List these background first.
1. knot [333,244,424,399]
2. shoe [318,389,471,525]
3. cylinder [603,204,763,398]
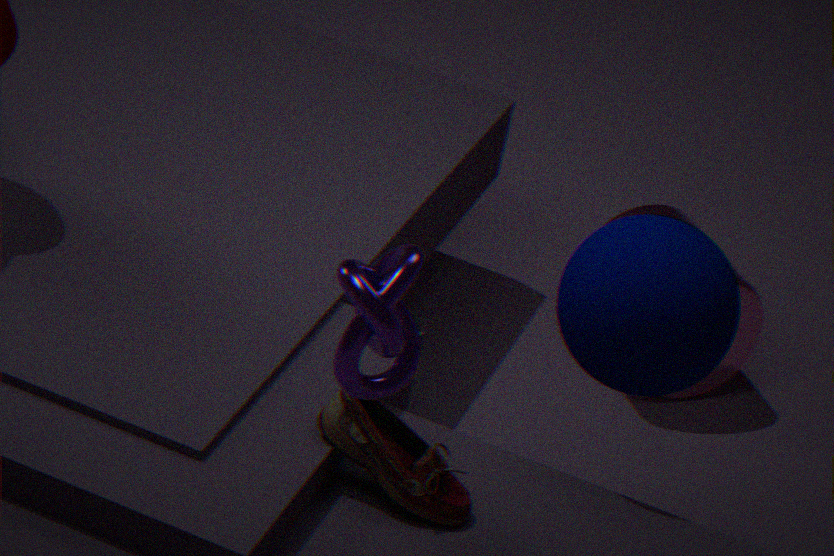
cylinder [603,204,763,398] < shoe [318,389,471,525] < knot [333,244,424,399]
